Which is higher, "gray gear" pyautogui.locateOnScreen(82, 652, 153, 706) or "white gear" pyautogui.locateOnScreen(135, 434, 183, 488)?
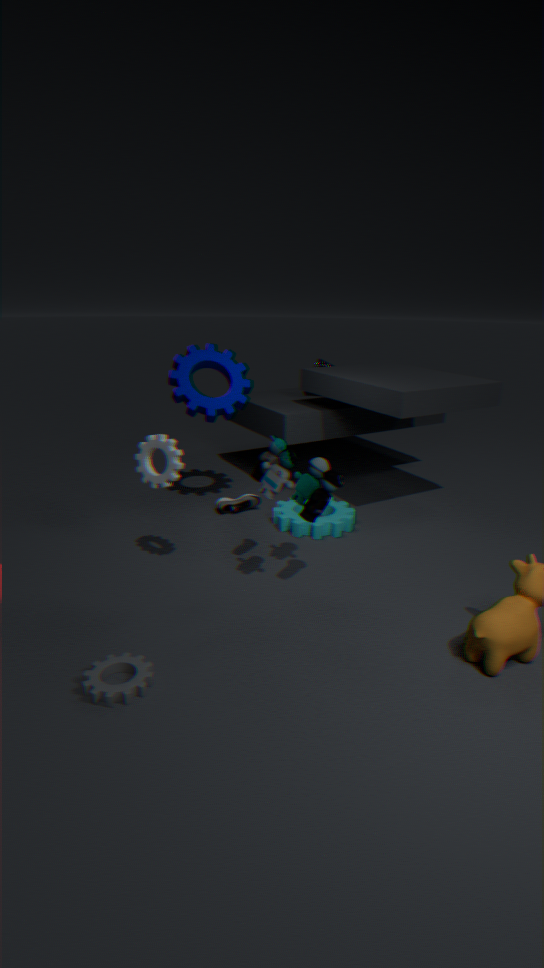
"white gear" pyautogui.locateOnScreen(135, 434, 183, 488)
